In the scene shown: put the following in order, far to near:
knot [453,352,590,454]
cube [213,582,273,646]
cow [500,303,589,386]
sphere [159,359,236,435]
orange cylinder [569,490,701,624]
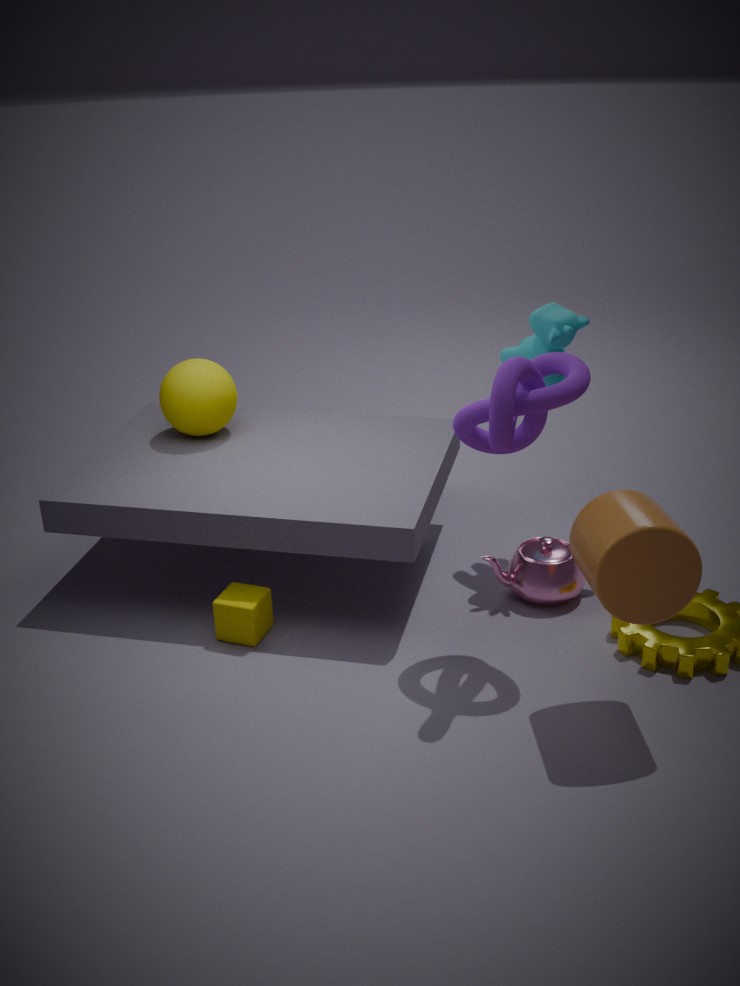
sphere [159,359,236,435], cow [500,303,589,386], cube [213,582,273,646], knot [453,352,590,454], orange cylinder [569,490,701,624]
